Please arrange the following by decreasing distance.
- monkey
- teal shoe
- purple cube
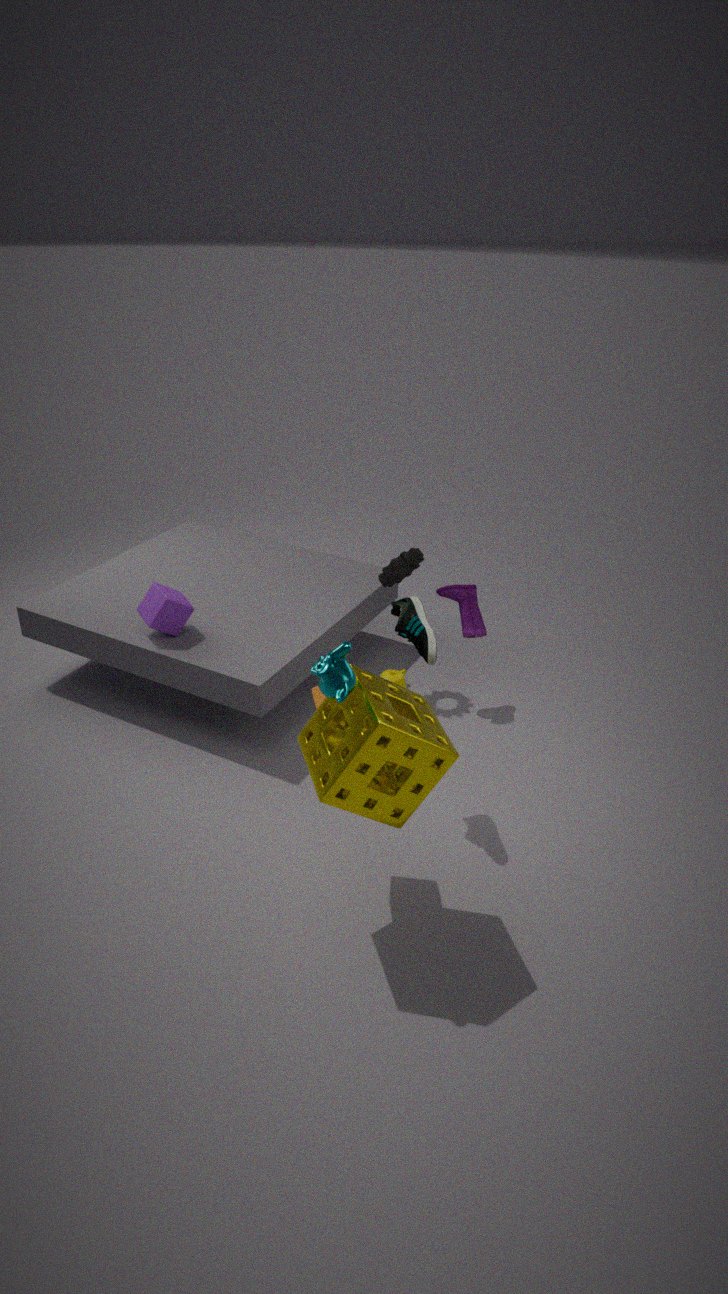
purple cube < teal shoe < monkey
